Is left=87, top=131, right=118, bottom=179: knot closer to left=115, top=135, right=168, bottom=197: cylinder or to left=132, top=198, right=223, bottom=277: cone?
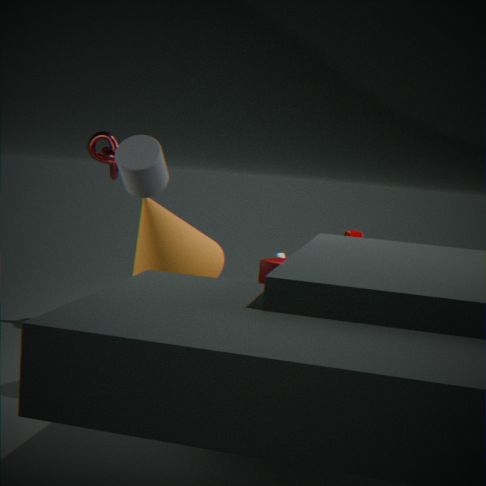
left=132, top=198, right=223, bottom=277: cone
